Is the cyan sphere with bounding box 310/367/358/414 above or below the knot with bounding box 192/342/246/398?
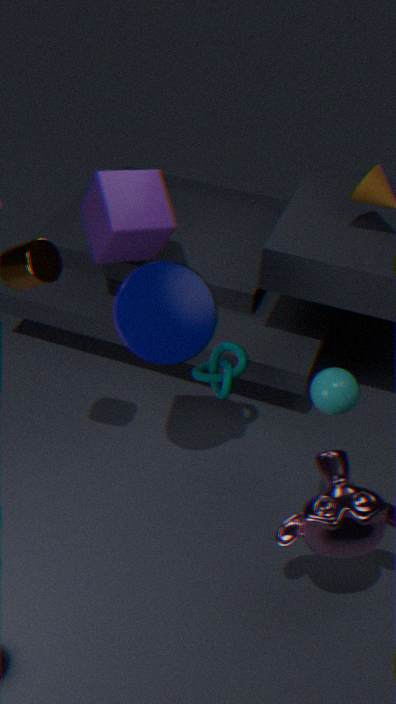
above
